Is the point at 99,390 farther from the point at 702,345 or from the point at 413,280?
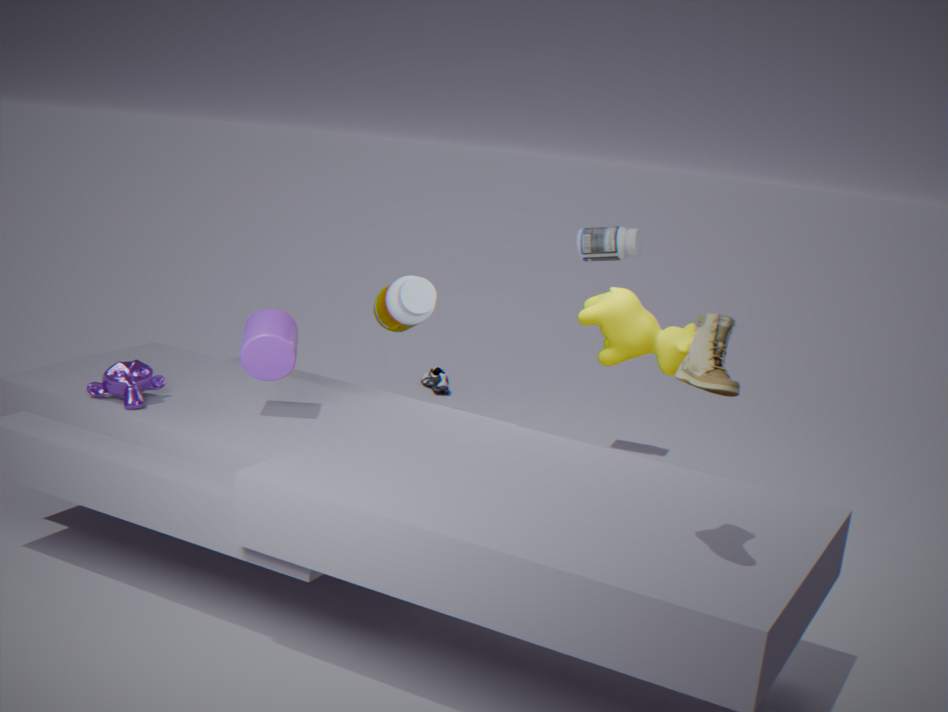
the point at 702,345
